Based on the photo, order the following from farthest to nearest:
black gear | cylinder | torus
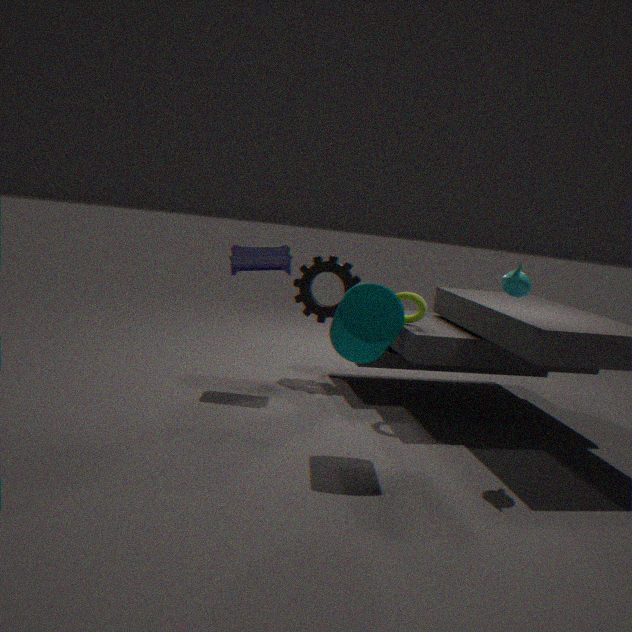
1. black gear
2. torus
3. cylinder
